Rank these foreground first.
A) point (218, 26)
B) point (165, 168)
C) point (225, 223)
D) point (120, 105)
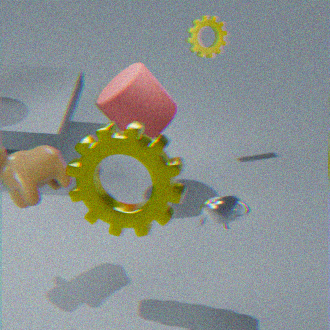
1. point (225, 223)
2. point (165, 168)
3. point (120, 105)
4. point (218, 26)
